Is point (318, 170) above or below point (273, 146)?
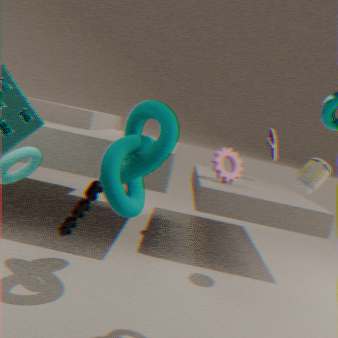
below
